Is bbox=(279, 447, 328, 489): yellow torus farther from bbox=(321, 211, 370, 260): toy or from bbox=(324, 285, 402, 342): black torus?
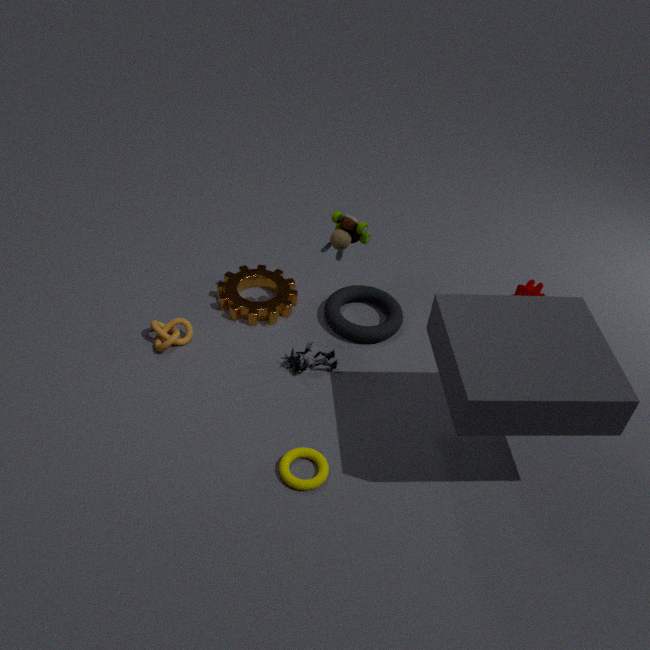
bbox=(321, 211, 370, 260): toy
